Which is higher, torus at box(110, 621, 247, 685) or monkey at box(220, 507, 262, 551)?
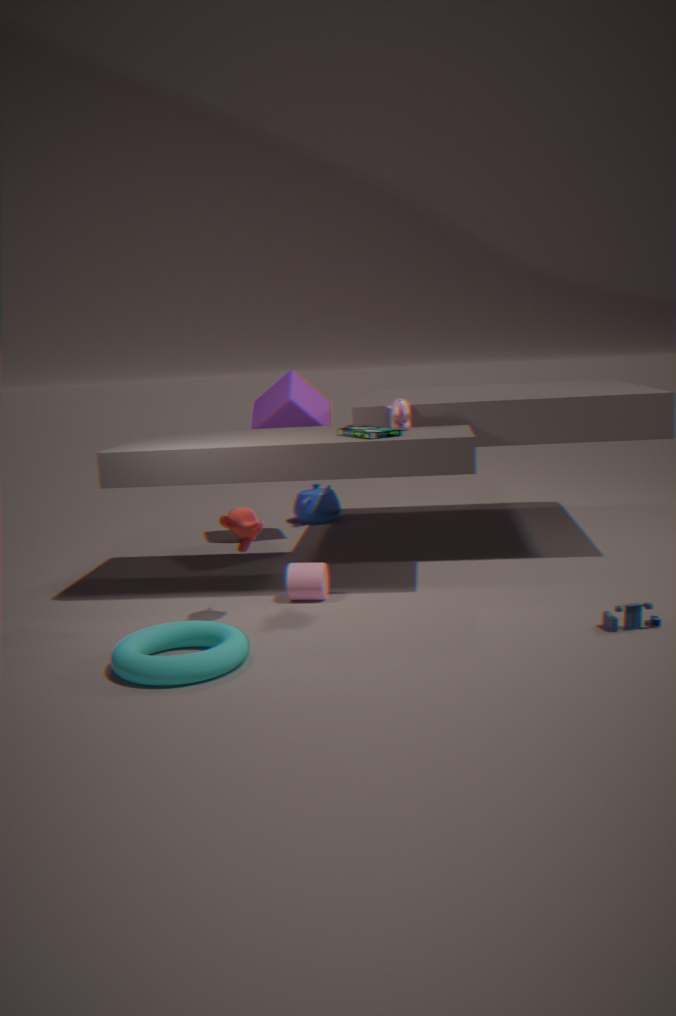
monkey at box(220, 507, 262, 551)
